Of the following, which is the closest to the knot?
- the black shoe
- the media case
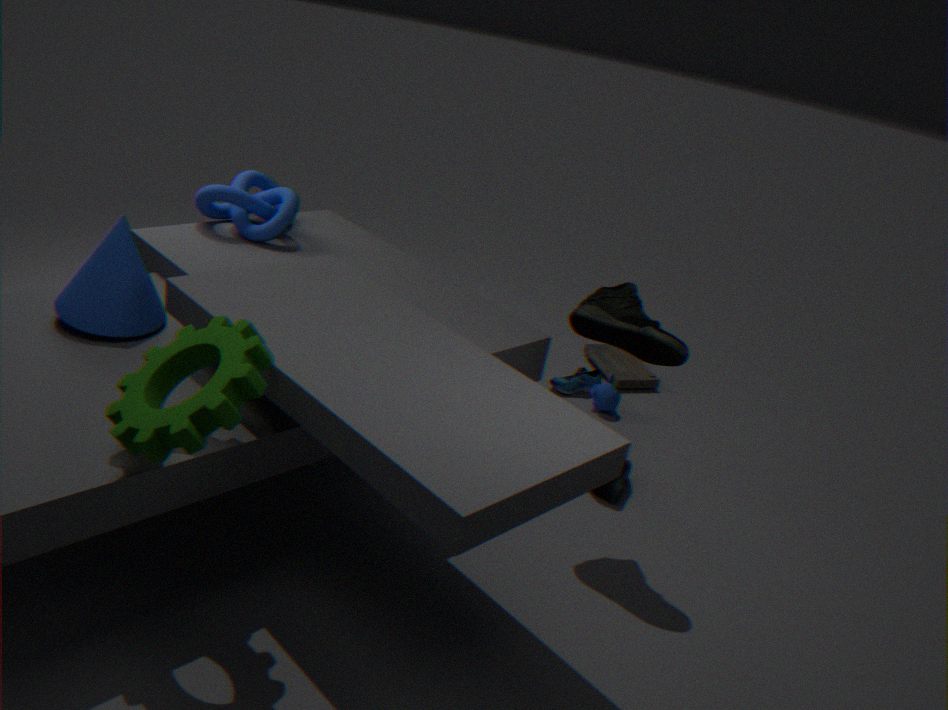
the black shoe
